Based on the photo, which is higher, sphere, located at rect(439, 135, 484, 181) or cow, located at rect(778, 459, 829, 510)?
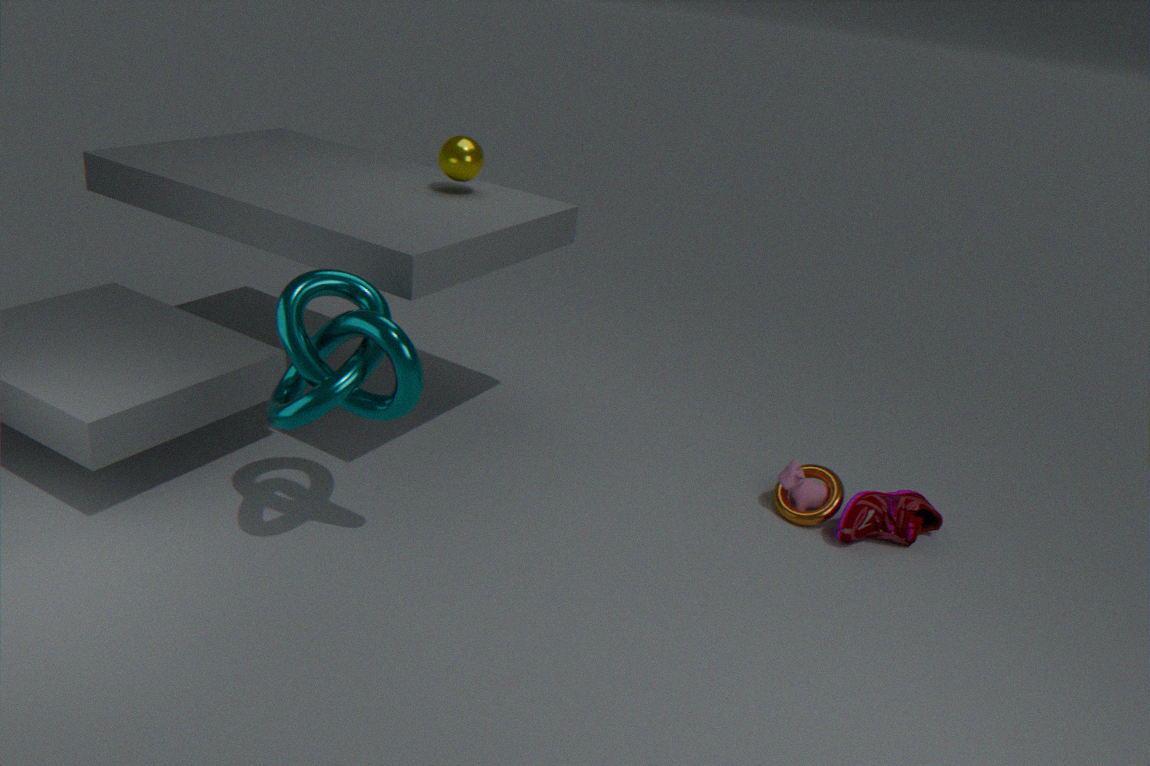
sphere, located at rect(439, 135, 484, 181)
